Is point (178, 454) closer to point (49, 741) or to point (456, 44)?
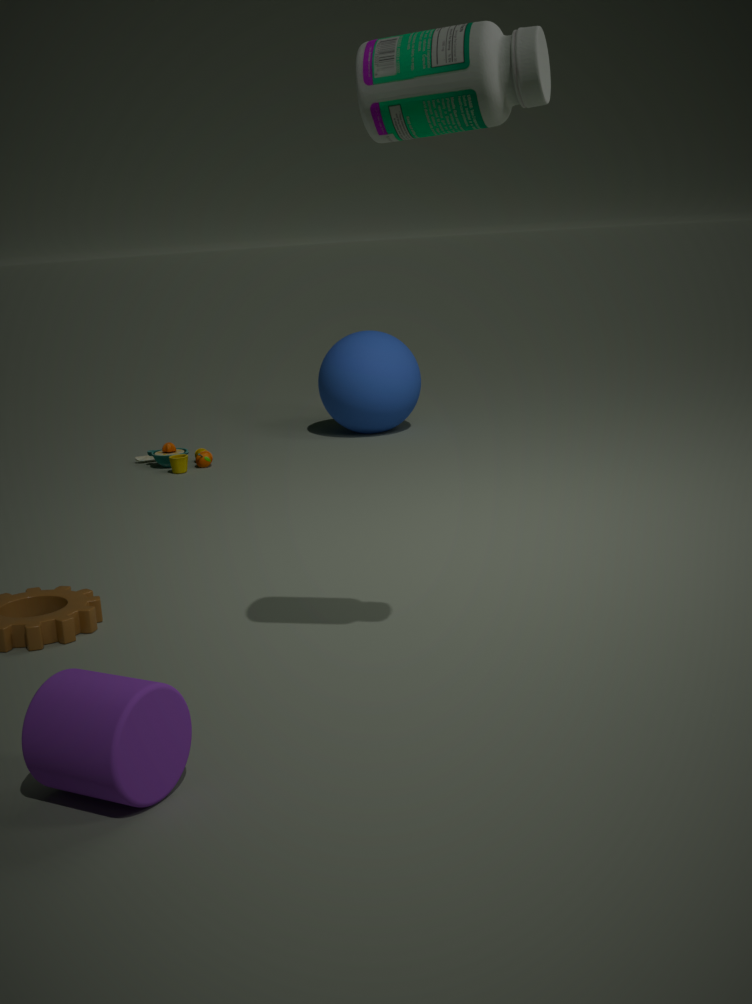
point (49, 741)
